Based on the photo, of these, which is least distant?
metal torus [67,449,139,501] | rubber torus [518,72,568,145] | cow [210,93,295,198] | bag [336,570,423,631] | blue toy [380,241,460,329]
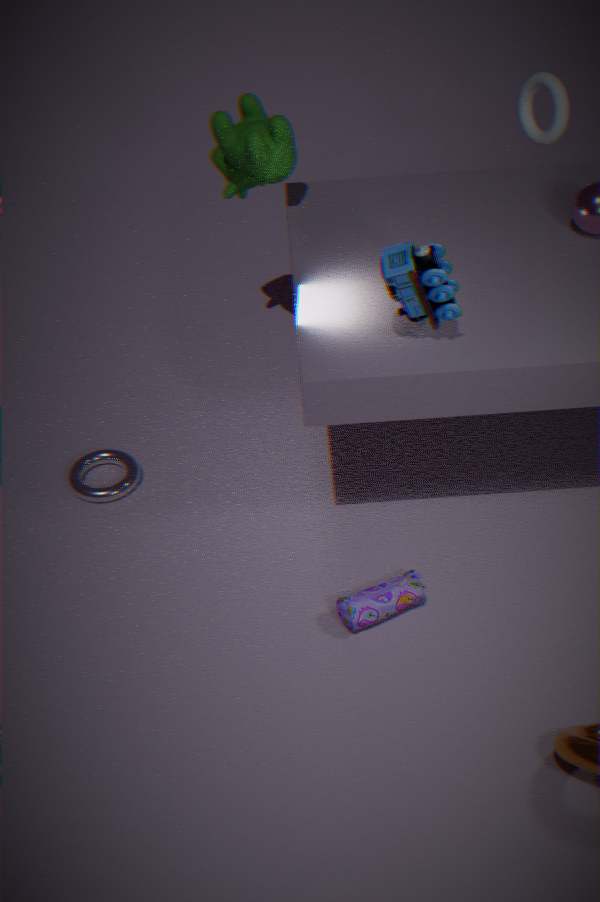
blue toy [380,241,460,329]
